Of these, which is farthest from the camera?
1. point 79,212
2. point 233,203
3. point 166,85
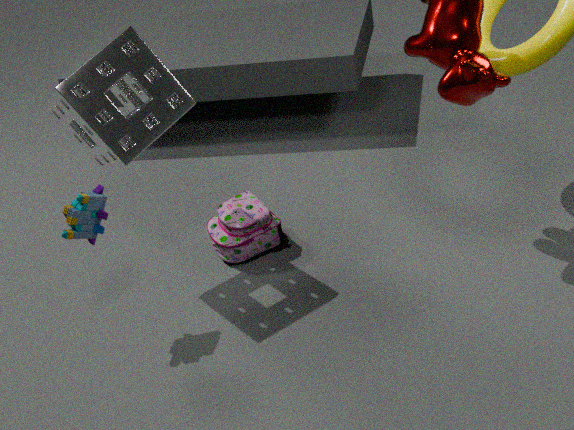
point 233,203
